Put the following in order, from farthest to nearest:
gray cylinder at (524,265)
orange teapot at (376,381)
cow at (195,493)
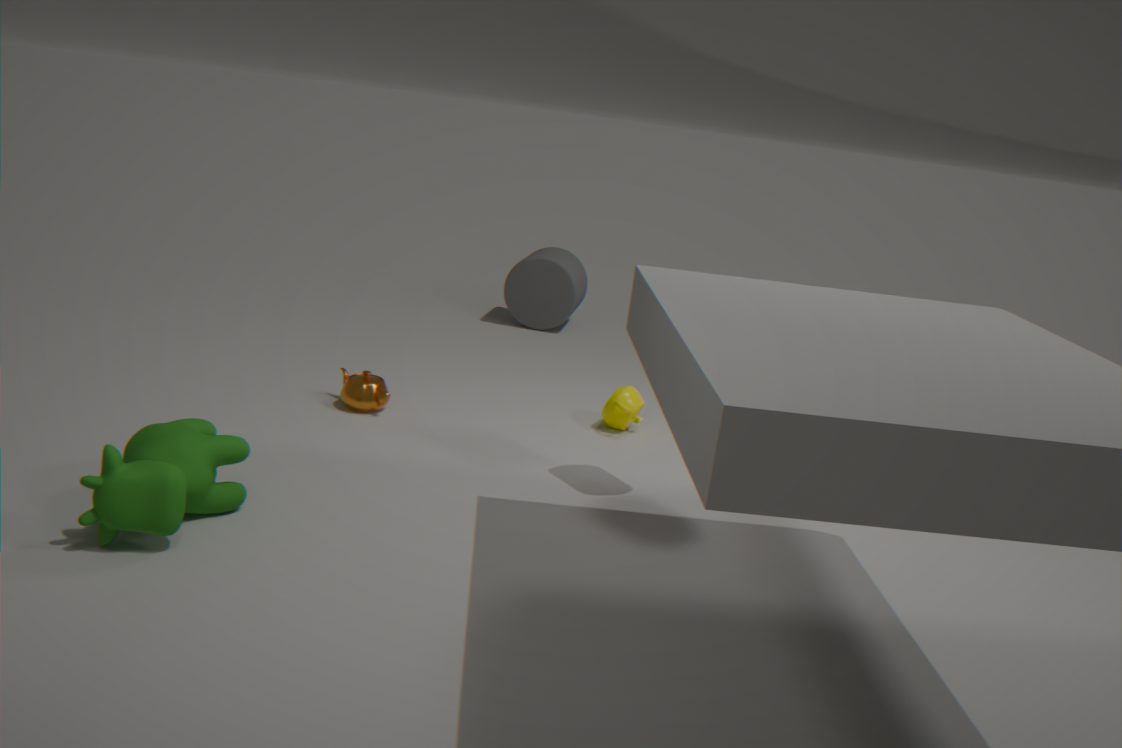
gray cylinder at (524,265) → orange teapot at (376,381) → cow at (195,493)
